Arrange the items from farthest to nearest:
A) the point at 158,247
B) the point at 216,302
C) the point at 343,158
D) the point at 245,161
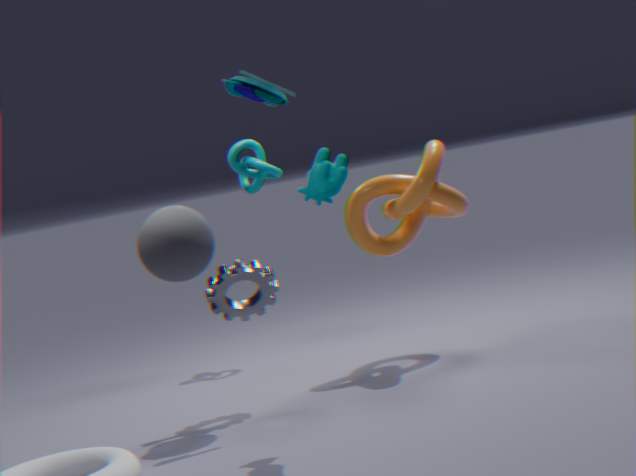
1. the point at 245,161
2. the point at 216,302
3. the point at 343,158
4. the point at 158,247
